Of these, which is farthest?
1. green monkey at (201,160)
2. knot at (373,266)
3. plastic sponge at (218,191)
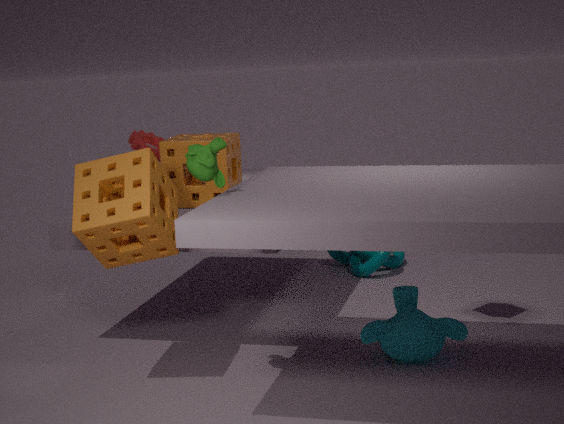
knot at (373,266)
